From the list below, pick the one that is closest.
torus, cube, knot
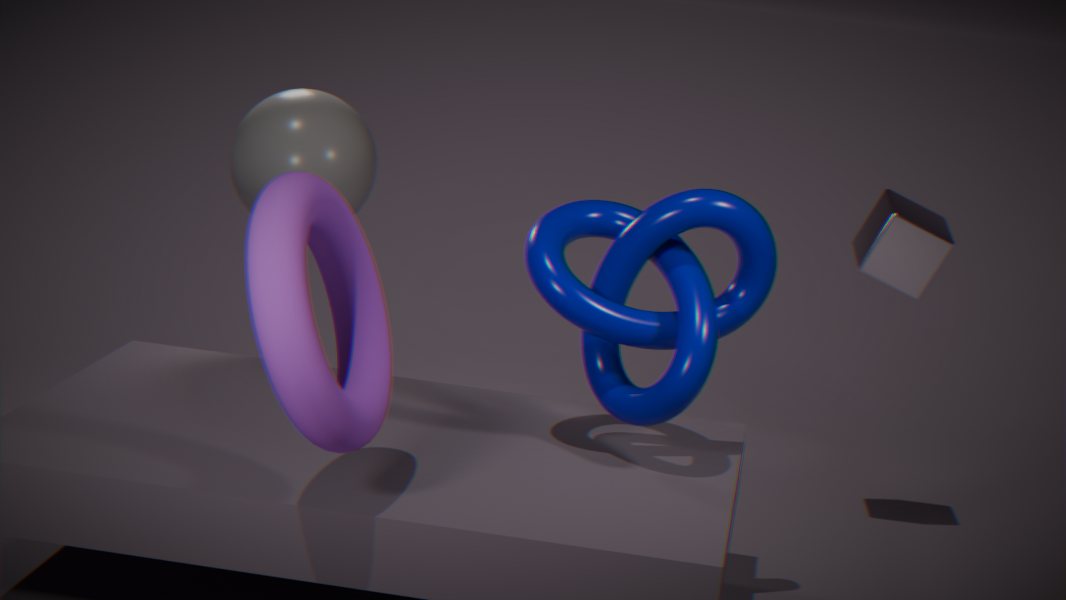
torus
